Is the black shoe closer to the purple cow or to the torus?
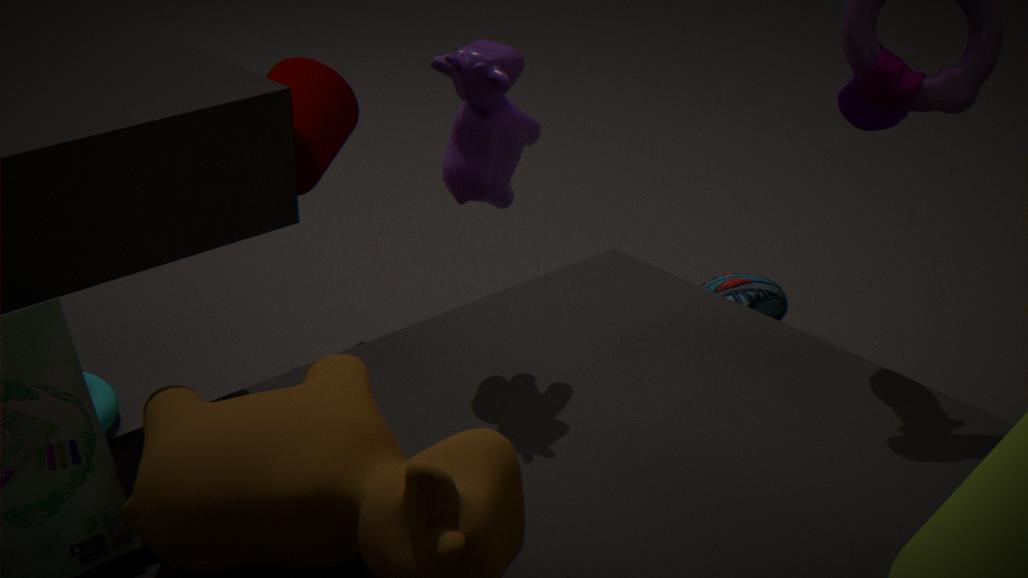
the purple cow
